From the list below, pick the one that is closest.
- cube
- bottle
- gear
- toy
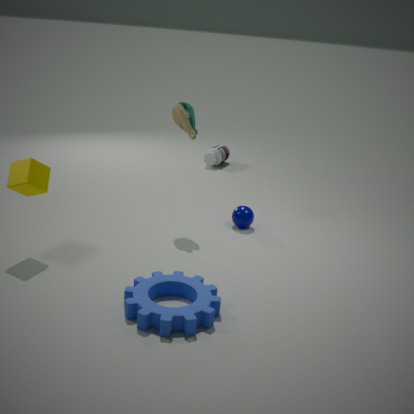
gear
